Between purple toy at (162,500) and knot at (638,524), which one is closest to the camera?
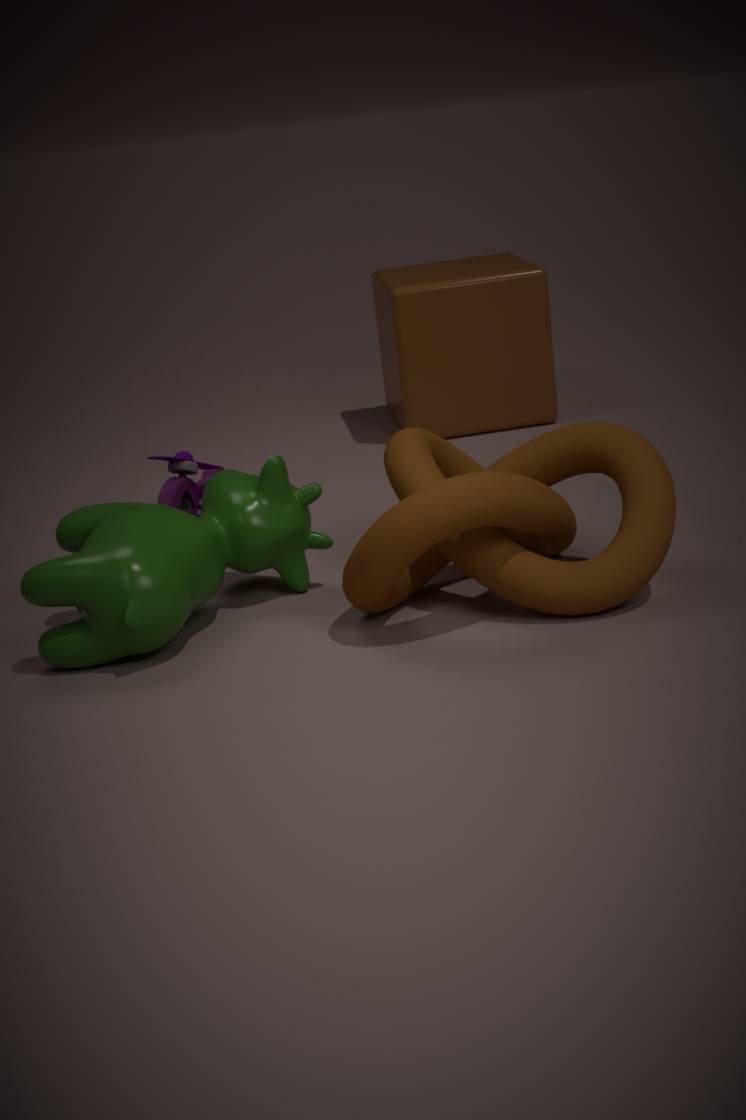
knot at (638,524)
